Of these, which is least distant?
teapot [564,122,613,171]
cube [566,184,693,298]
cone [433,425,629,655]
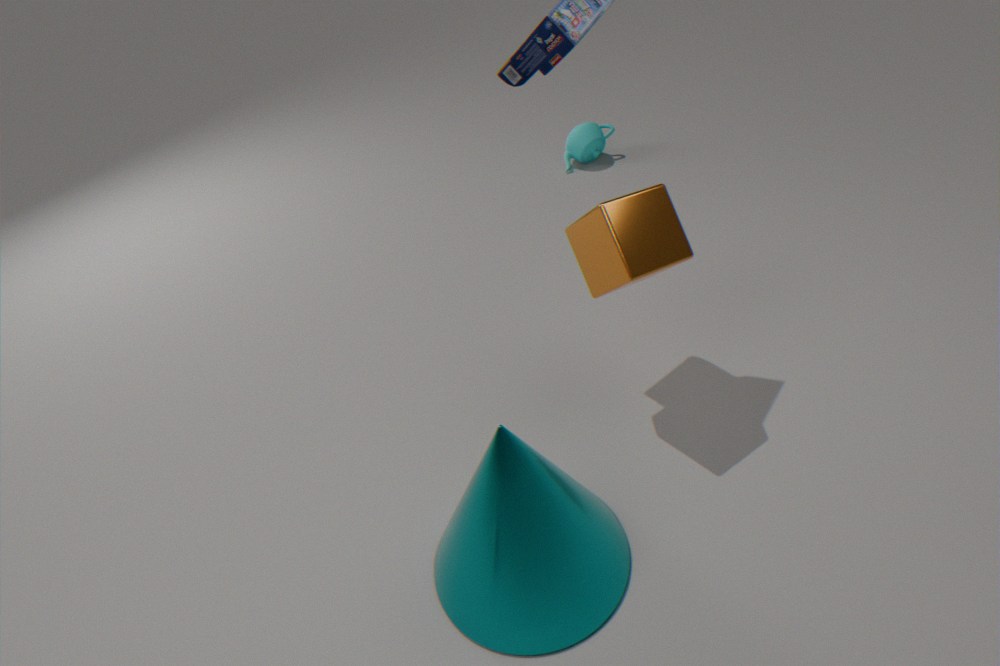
cone [433,425,629,655]
